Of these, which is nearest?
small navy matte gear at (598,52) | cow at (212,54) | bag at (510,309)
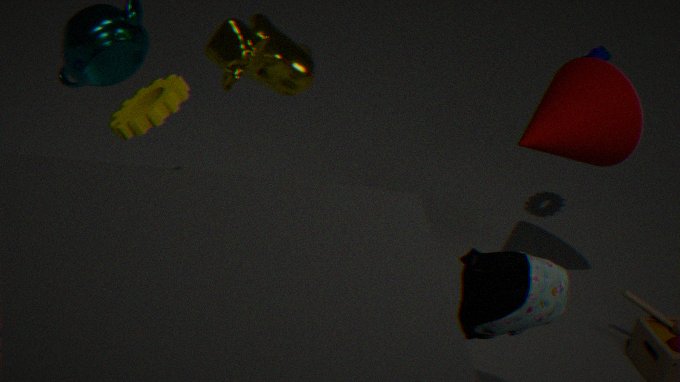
bag at (510,309)
